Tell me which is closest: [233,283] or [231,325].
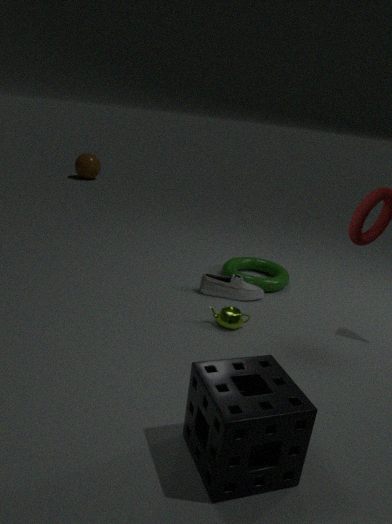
[231,325]
